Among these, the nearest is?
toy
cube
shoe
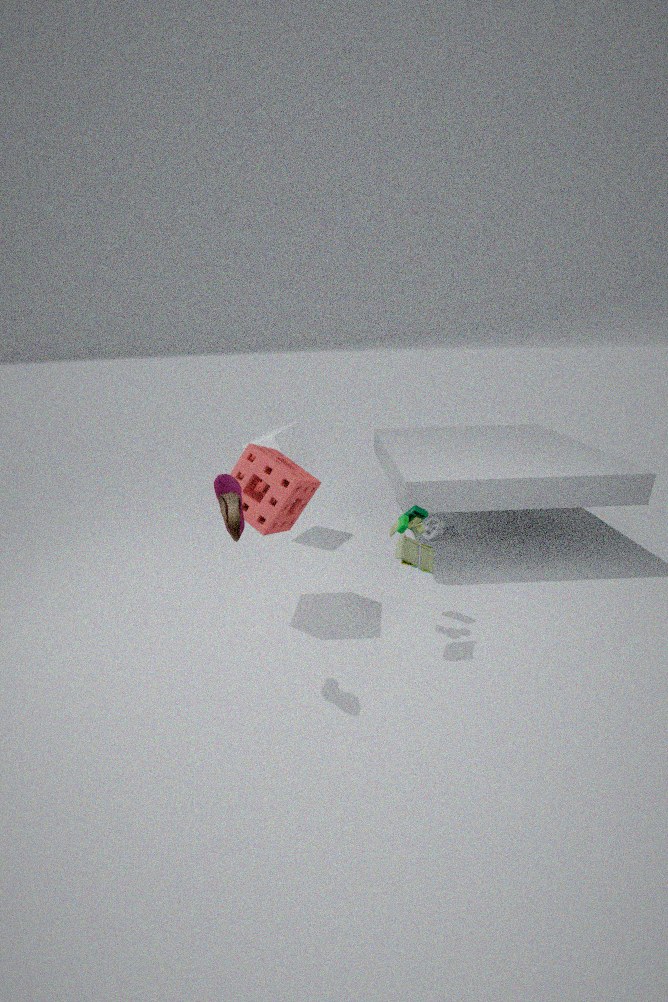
shoe
